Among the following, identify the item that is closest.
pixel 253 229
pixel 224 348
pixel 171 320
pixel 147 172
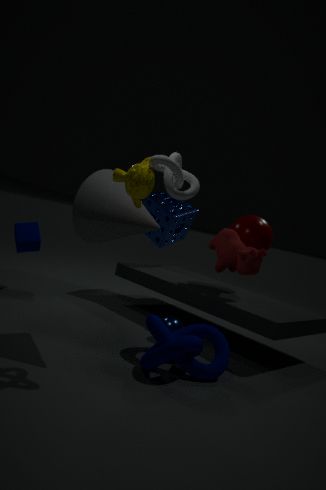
A: pixel 147 172
